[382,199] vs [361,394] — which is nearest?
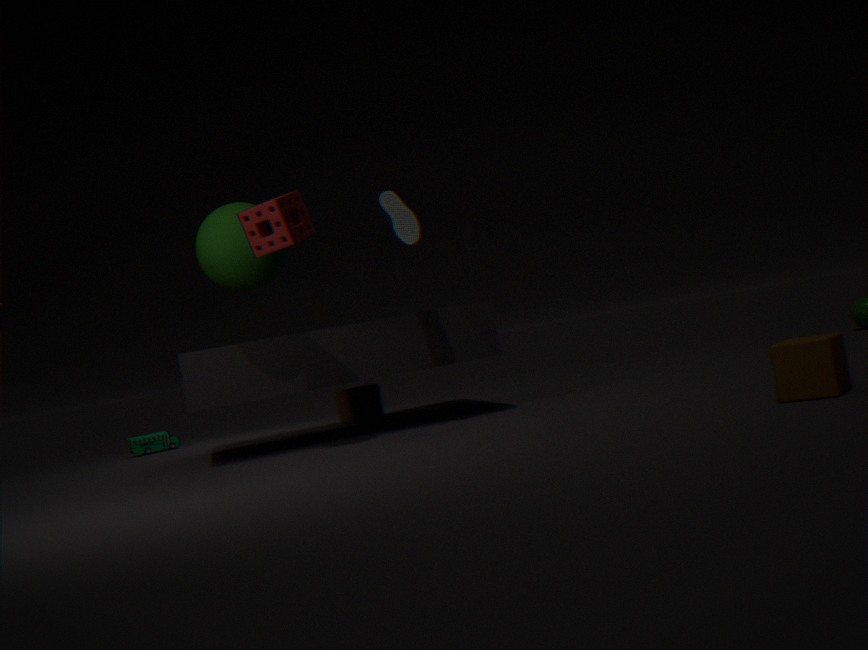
[382,199]
